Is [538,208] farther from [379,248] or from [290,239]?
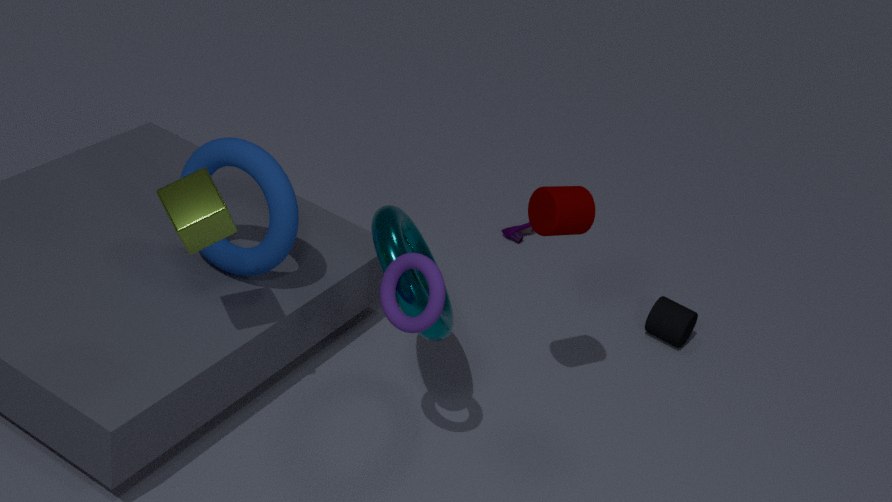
[290,239]
